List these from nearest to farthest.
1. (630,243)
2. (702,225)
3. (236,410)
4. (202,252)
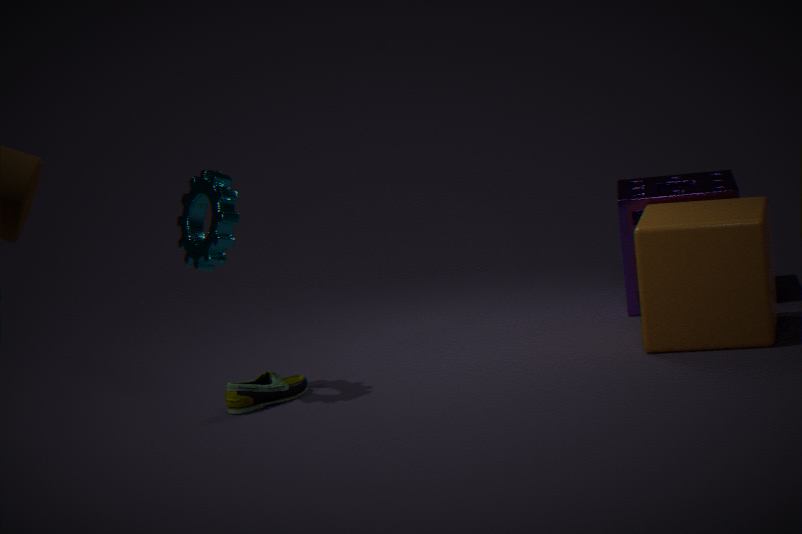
(202,252)
(236,410)
(702,225)
(630,243)
